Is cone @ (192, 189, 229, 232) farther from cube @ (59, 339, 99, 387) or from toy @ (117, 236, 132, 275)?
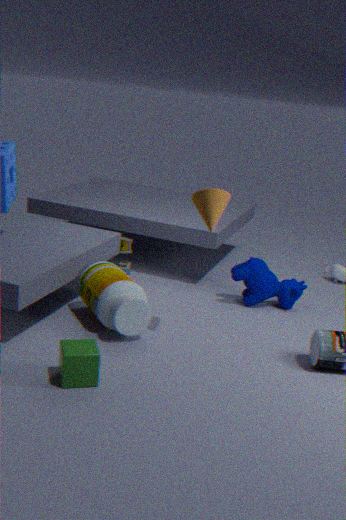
toy @ (117, 236, 132, 275)
